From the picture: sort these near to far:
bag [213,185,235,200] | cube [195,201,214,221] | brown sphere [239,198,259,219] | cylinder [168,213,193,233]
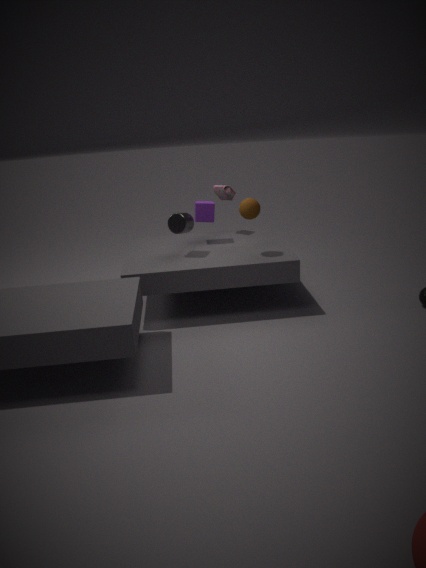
brown sphere [239,198,259,219], cylinder [168,213,193,233], cube [195,201,214,221], bag [213,185,235,200]
